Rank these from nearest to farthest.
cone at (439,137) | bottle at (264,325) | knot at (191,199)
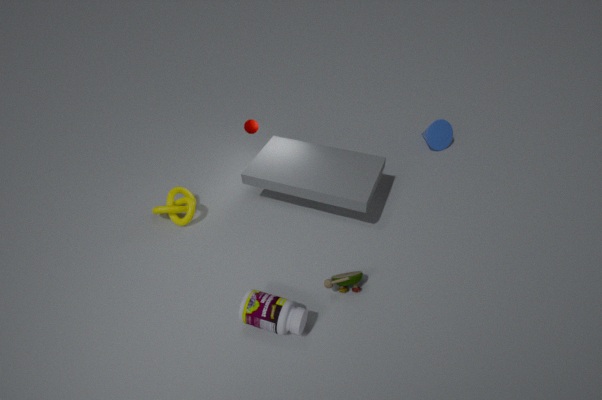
1. bottle at (264,325)
2. knot at (191,199)
3. cone at (439,137)
